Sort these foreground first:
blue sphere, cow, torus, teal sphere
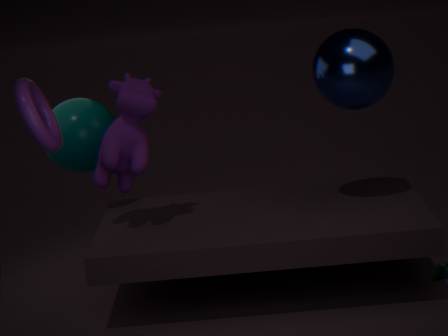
1. torus
2. blue sphere
3. cow
4. teal sphere
